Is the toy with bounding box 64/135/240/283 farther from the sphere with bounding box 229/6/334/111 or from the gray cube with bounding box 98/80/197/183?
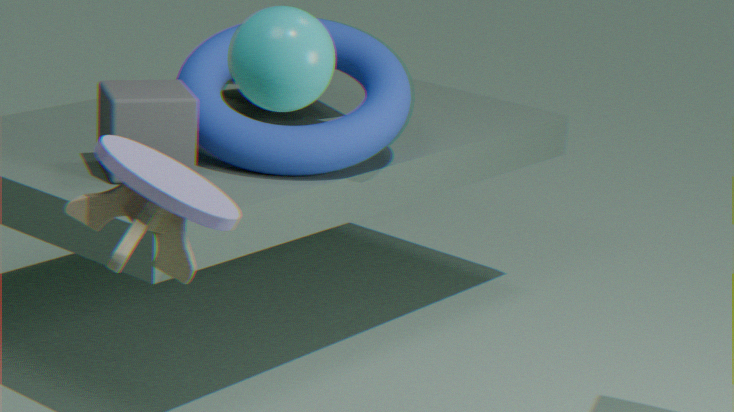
the gray cube with bounding box 98/80/197/183
